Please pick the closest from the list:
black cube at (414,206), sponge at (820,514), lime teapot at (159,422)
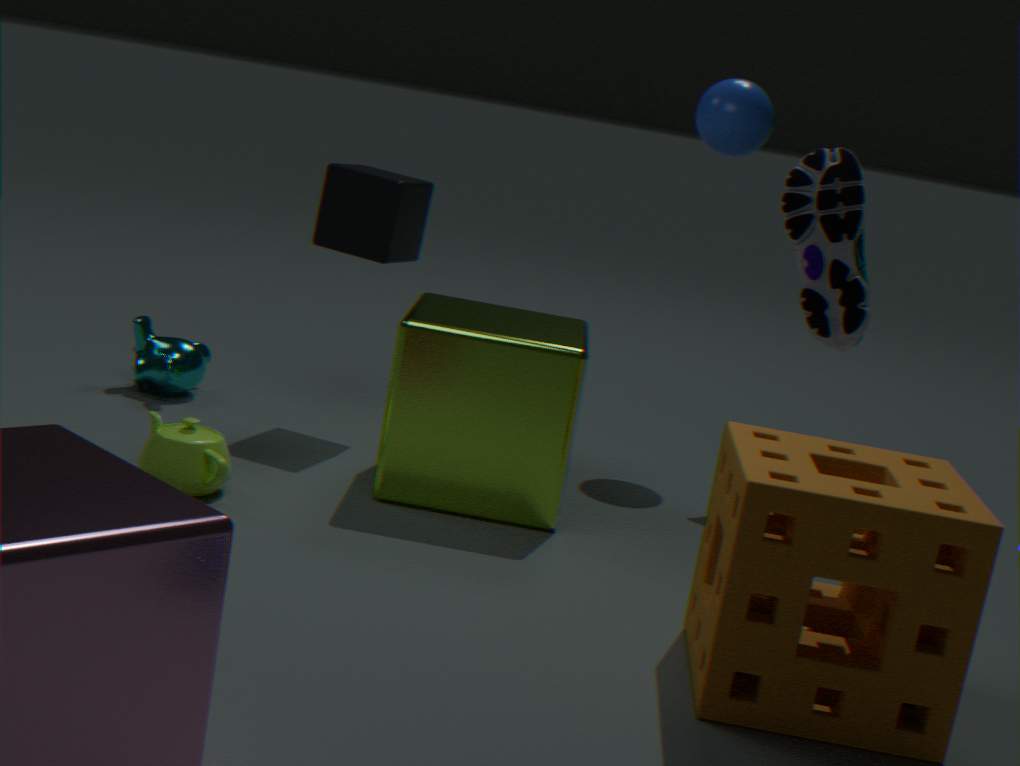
sponge at (820,514)
